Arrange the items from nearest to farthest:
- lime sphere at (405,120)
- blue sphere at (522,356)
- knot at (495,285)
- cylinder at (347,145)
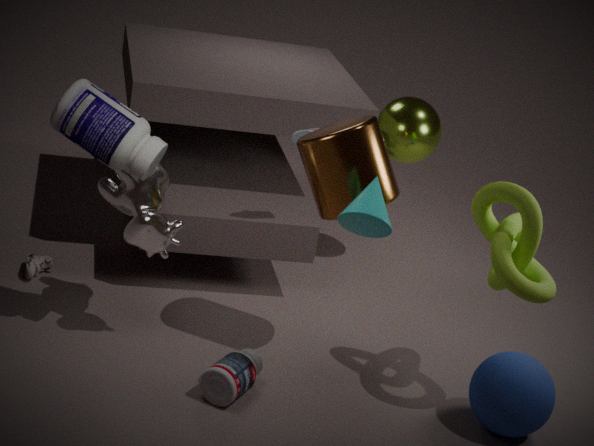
knot at (495,285) → blue sphere at (522,356) → cylinder at (347,145) → lime sphere at (405,120)
